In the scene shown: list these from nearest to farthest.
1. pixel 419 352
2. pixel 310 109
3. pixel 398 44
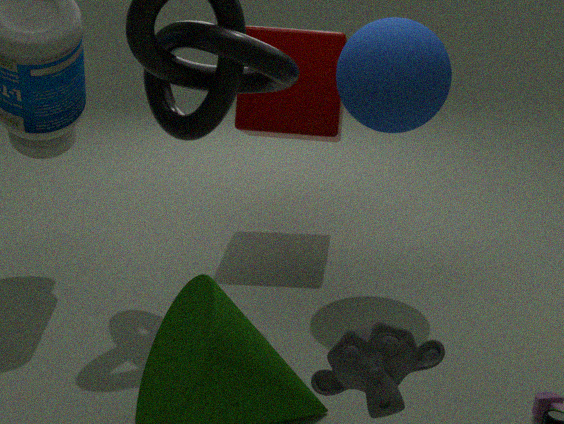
1. pixel 419 352
2. pixel 398 44
3. pixel 310 109
